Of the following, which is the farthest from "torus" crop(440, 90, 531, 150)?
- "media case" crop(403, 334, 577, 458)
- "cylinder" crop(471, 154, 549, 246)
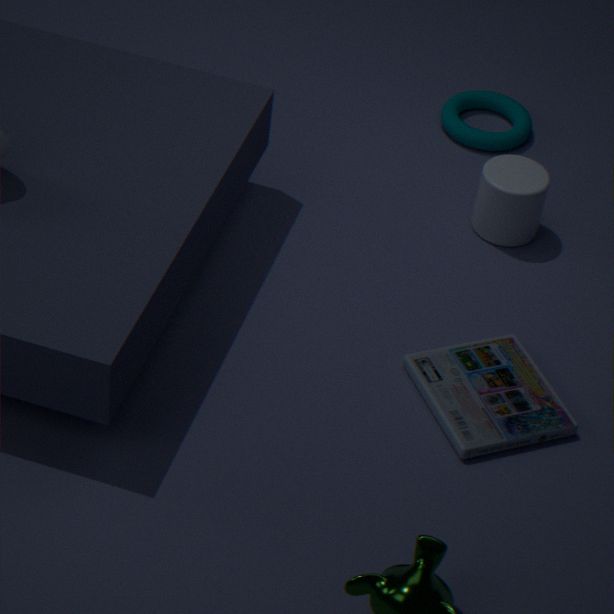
"media case" crop(403, 334, 577, 458)
